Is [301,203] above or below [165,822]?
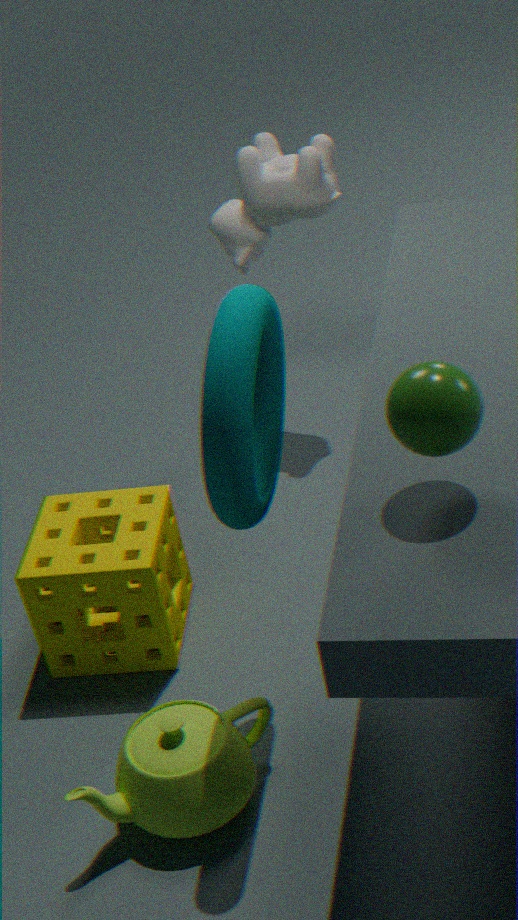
above
